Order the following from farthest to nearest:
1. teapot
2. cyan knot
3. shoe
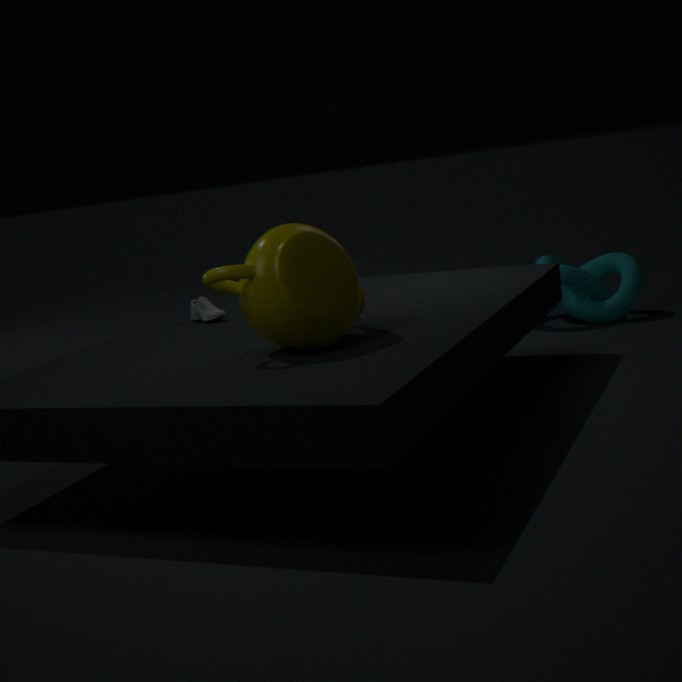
cyan knot, shoe, teapot
